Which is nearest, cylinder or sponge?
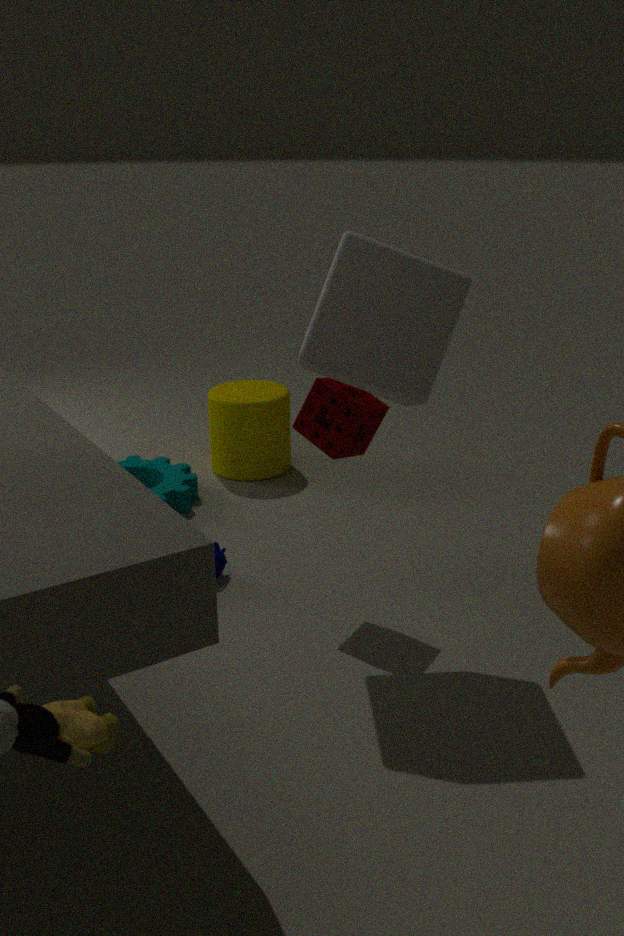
sponge
